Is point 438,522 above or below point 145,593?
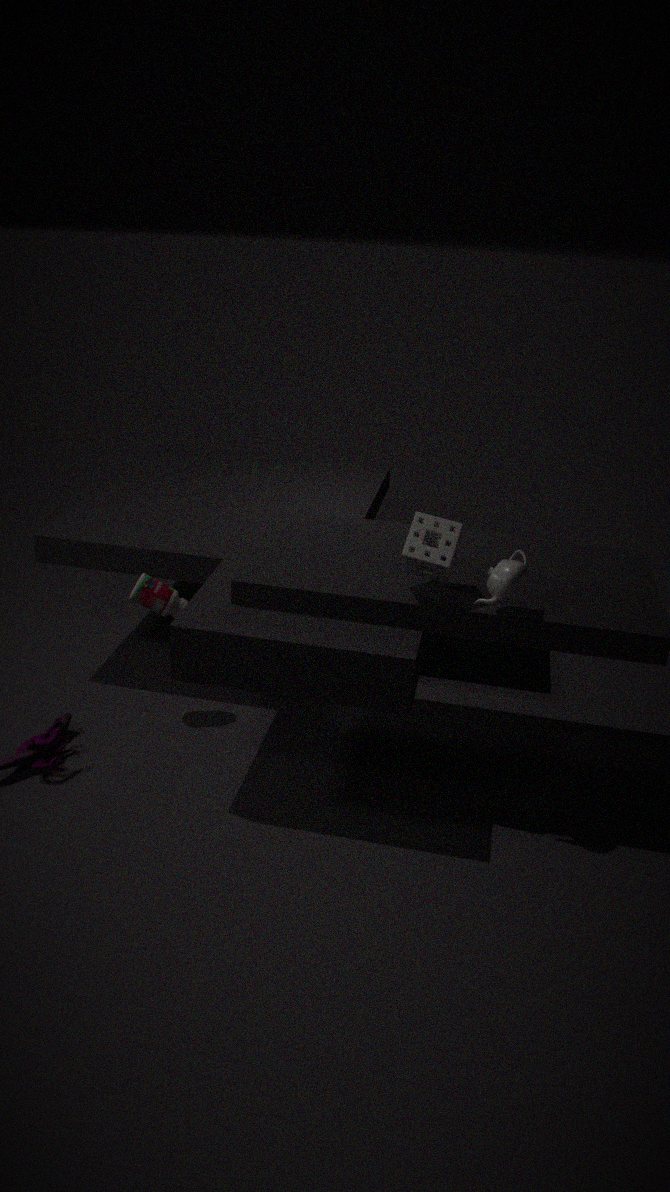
above
